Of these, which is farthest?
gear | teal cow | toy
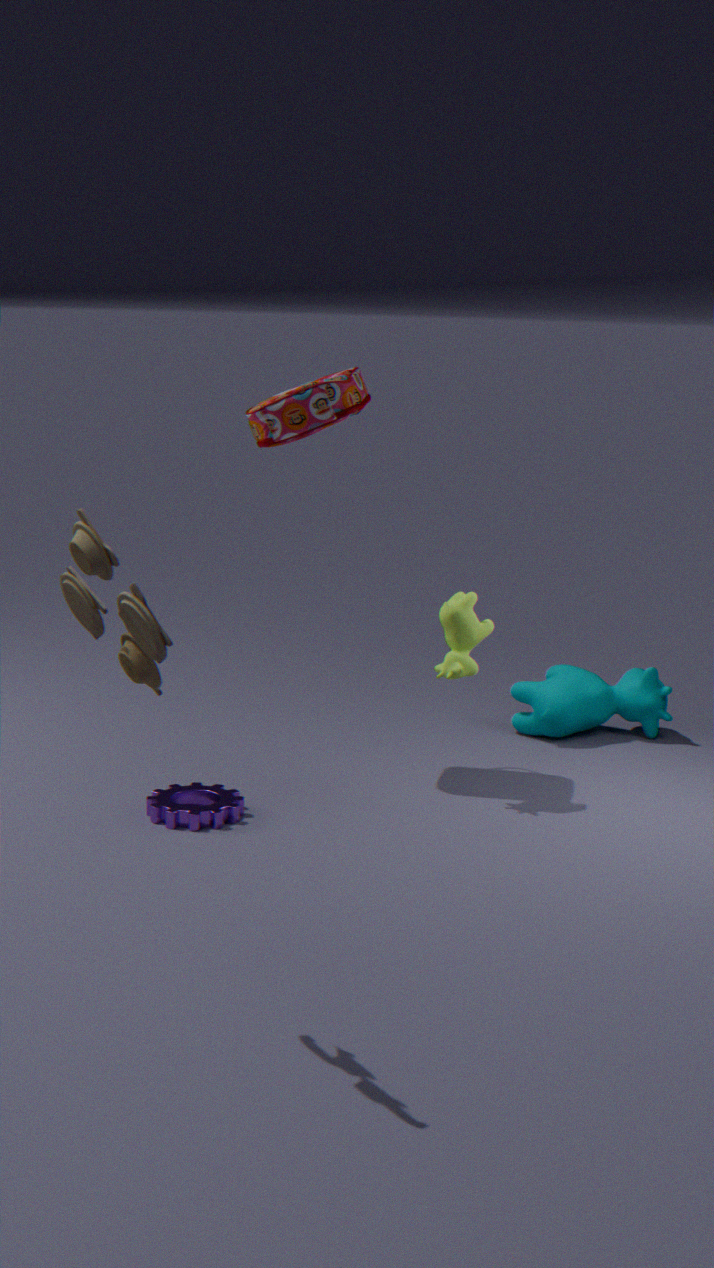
teal cow
